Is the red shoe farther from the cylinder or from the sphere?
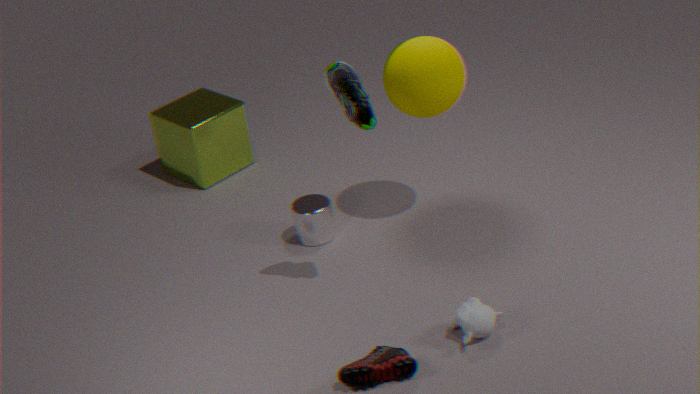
the sphere
